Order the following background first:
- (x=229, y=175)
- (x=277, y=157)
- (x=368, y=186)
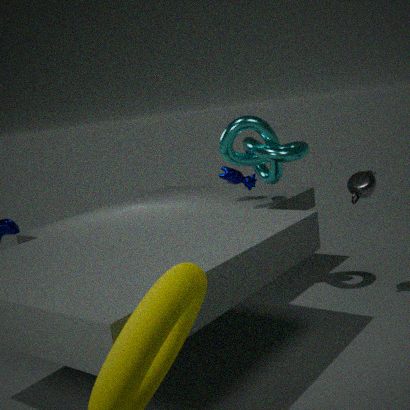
(x=229, y=175), (x=277, y=157), (x=368, y=186)
